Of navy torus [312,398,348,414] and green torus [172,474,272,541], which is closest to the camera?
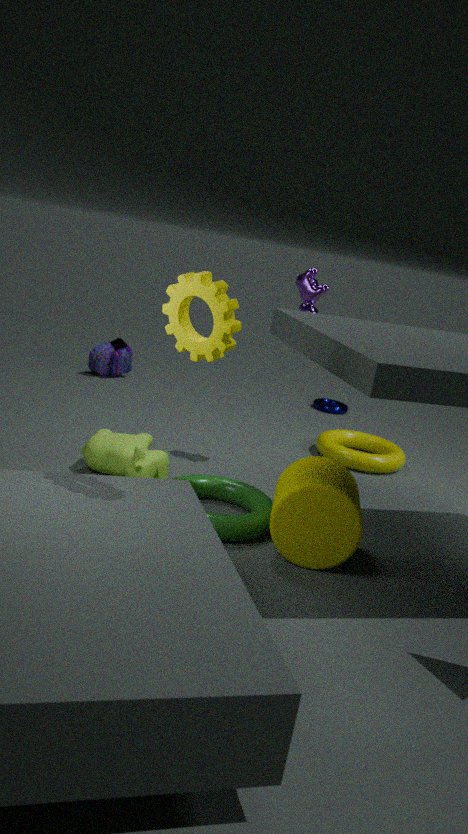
green torus [172,474,272,541]
